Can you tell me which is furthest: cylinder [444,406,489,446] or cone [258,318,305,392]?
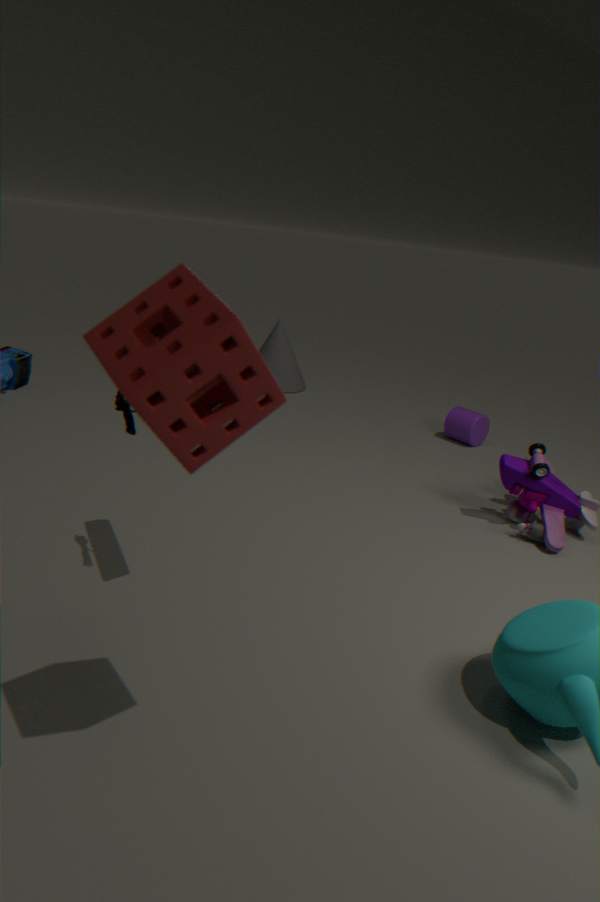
cone [258,318,305,392]
